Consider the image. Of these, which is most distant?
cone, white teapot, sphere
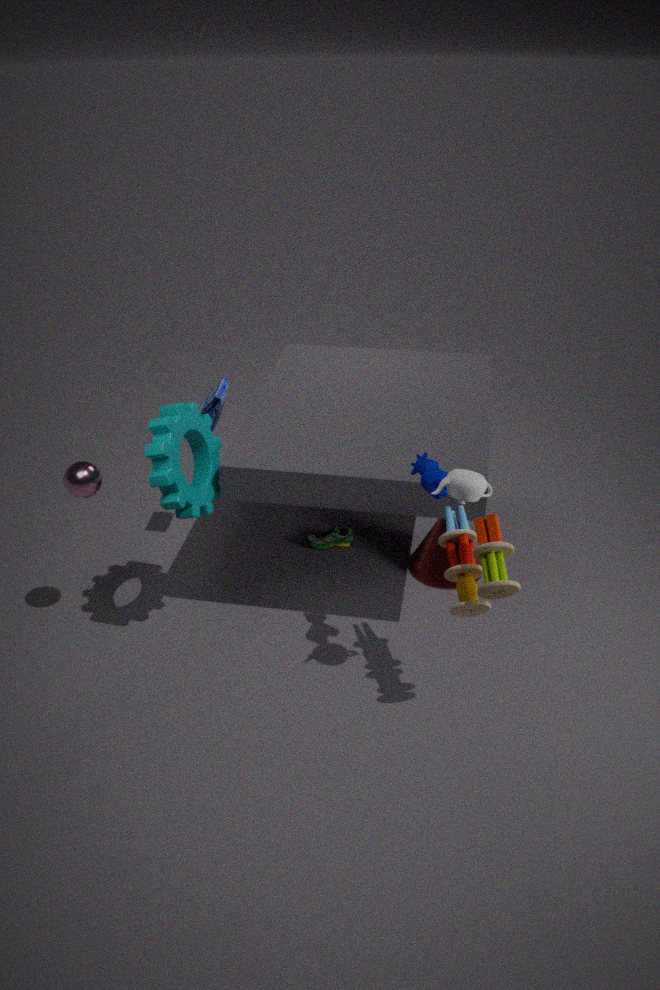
cone
